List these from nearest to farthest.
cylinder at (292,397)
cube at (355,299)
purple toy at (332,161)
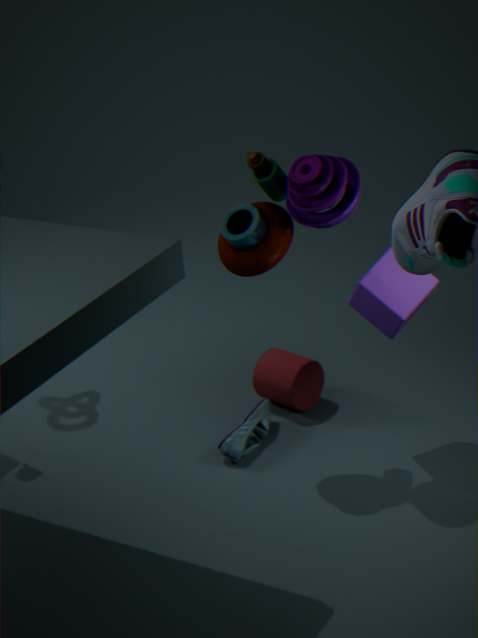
purple toy at (332,161) < cube at (355,299) < cylinder at (292,397)
